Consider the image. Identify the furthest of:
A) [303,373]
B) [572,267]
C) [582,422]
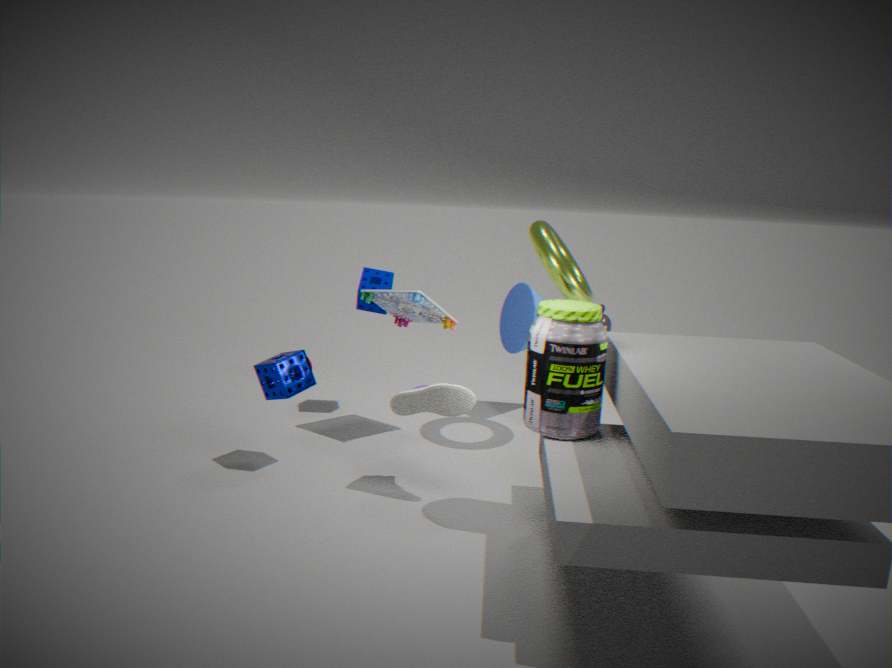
[572,267]
